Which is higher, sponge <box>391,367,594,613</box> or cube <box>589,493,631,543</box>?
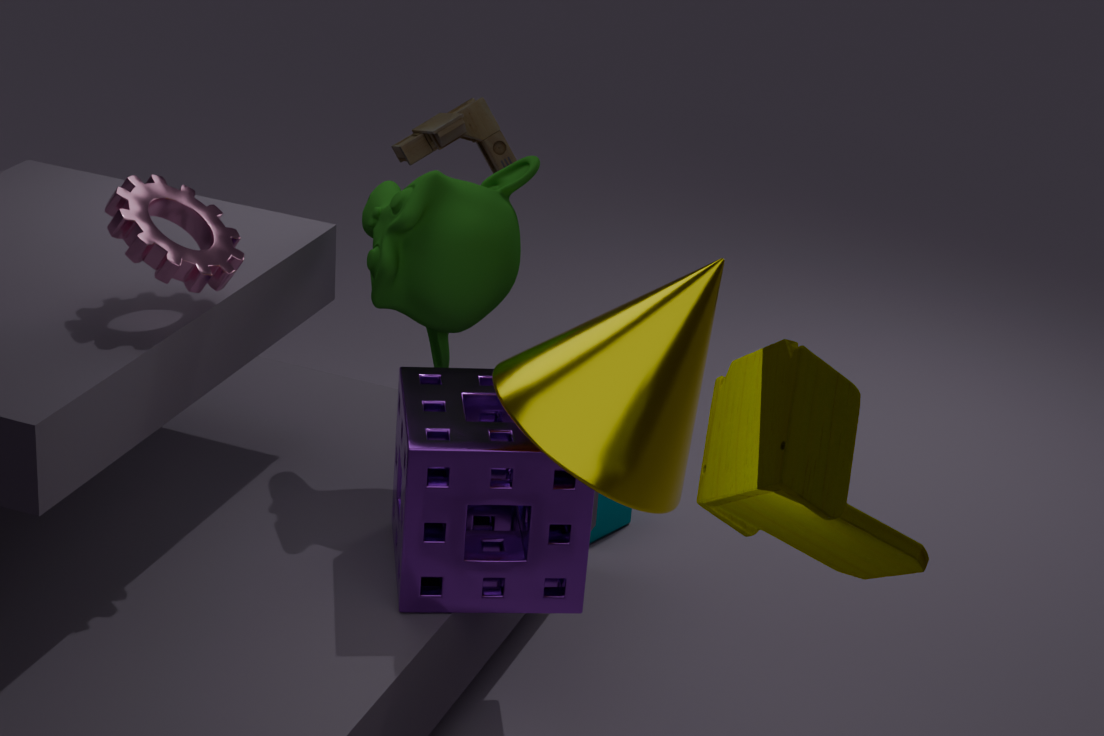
sponge <box>391,367,594,613</box>
